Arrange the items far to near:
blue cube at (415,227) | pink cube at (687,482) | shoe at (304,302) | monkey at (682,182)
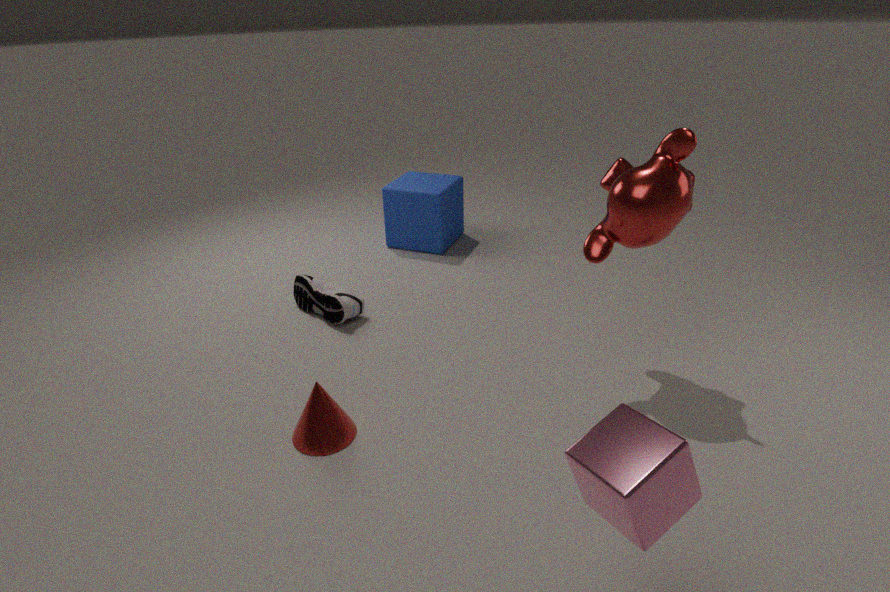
blue cube at (415,227), shoe at (304,302), monkey at (682,182), pink cube at (687,482)
